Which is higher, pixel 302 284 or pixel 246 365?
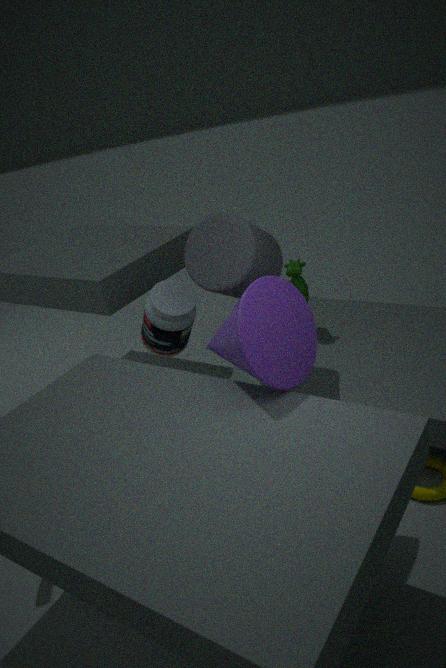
pixel 246 365
